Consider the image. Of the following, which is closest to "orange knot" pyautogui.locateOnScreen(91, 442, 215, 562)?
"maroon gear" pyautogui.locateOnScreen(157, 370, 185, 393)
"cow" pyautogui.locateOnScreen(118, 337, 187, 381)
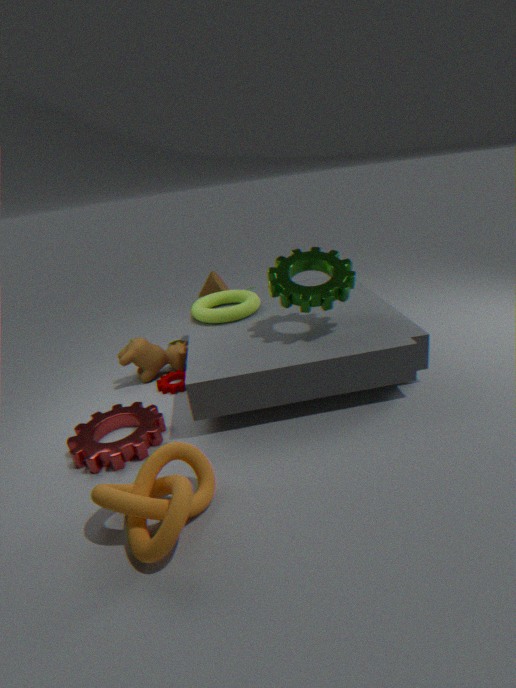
"maroon gear" pyautogui.locateOnScreen(157, 370, 185, 393)
